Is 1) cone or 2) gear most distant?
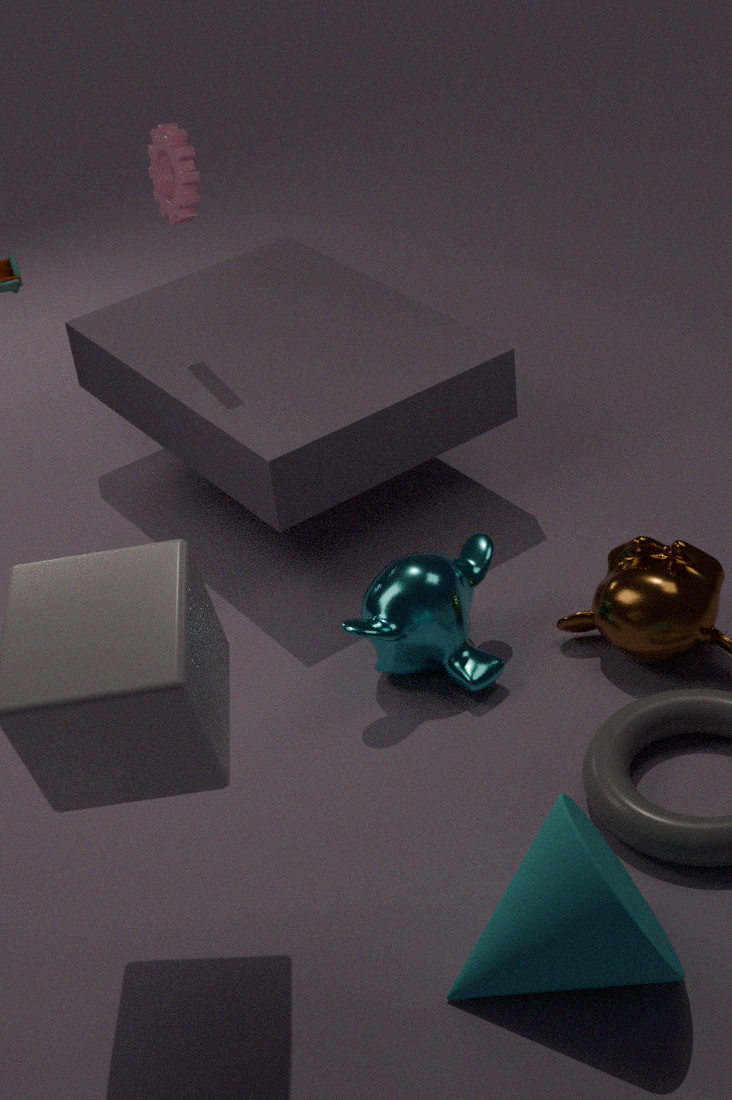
2. gear
